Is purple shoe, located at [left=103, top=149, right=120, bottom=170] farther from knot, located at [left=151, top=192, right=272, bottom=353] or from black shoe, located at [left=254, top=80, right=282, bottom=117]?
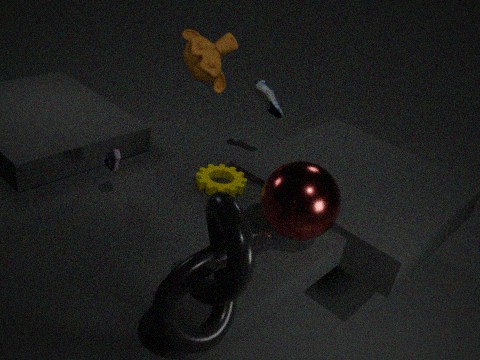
black shoe, located at [left=254, top=80, right=282, bottom=117]
